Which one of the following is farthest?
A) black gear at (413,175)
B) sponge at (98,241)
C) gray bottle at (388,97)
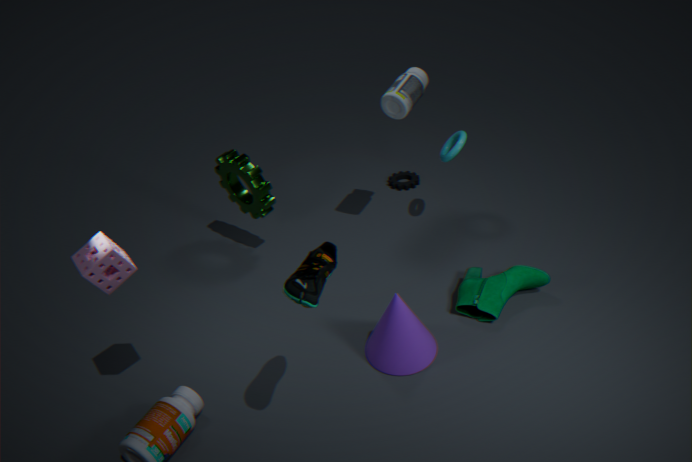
→ black gear at (413,175)
